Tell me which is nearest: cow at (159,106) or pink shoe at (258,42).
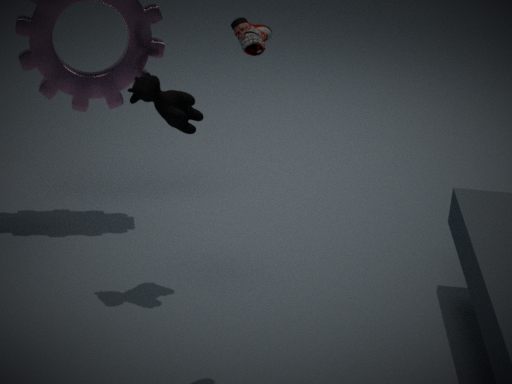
pink shoe at (258,42)
